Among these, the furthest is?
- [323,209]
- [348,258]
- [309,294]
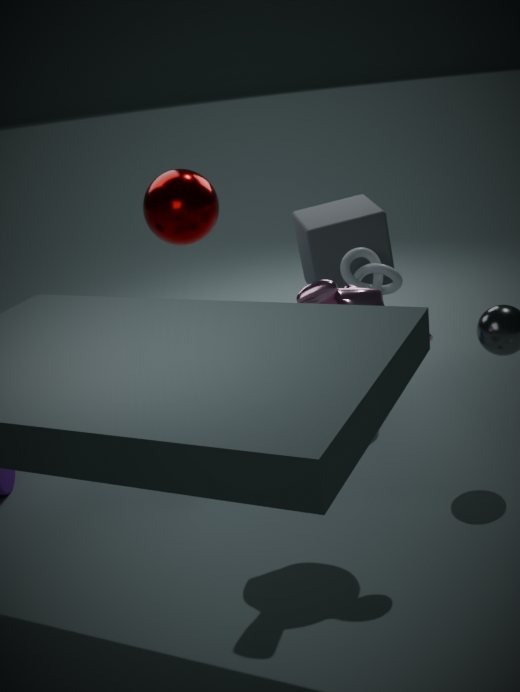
[323,209]
